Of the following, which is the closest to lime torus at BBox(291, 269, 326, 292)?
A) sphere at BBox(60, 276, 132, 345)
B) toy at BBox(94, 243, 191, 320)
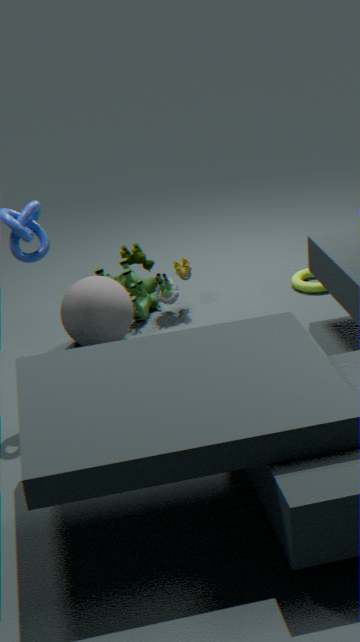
toy at BBox(94, 243, 191, 320)
